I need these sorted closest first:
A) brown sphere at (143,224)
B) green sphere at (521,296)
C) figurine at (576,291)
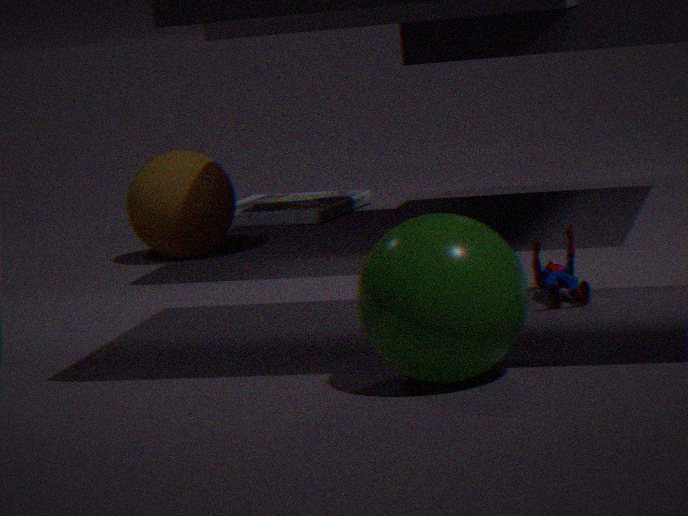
green sphere at (521,296)
figurine at (576,291)
brown sphere at (143,224)
